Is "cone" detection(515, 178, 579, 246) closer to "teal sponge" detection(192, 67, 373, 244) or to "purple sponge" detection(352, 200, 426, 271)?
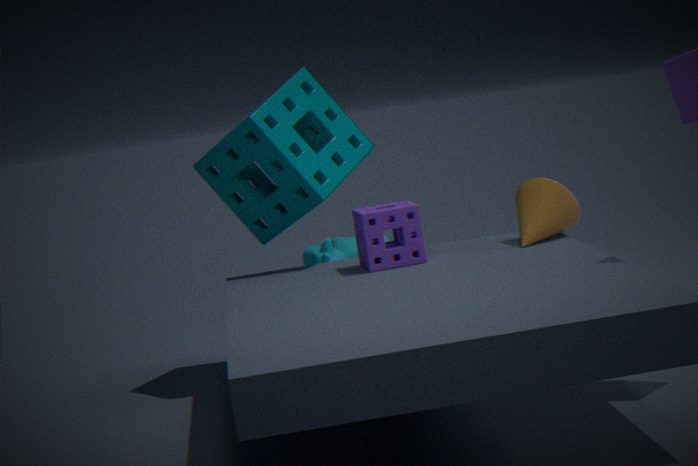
"purple sponge" detection(352, 200, 426, 271)
